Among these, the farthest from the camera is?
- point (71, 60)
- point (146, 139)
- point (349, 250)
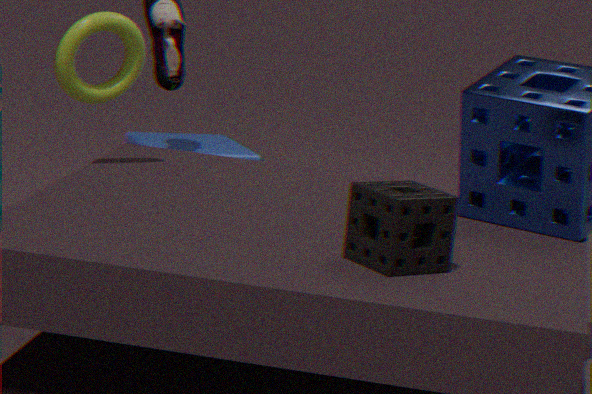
point (146, 139)
